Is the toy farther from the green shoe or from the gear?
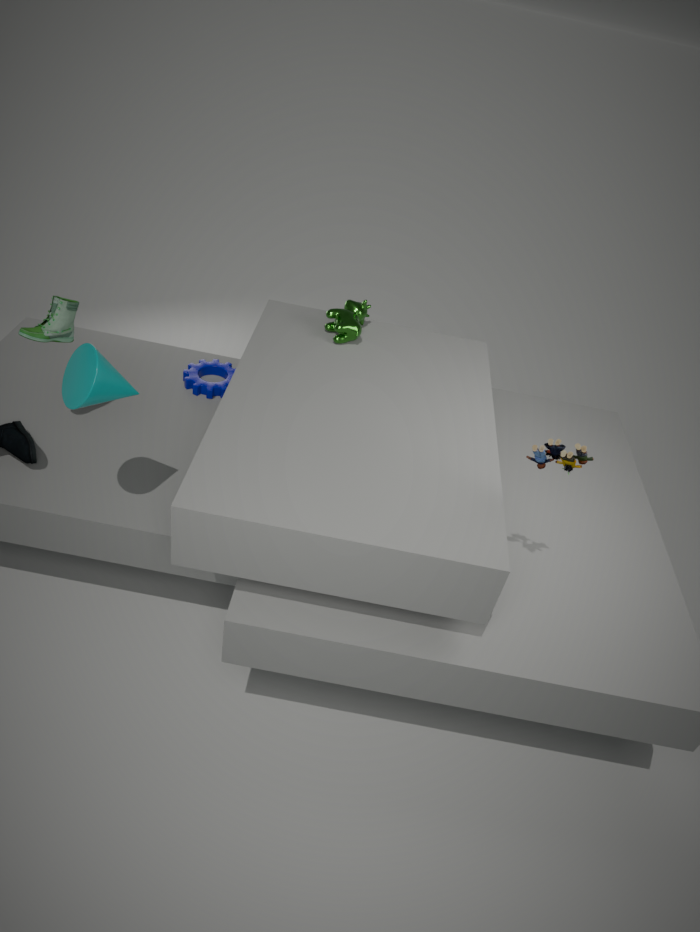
the green shoe
